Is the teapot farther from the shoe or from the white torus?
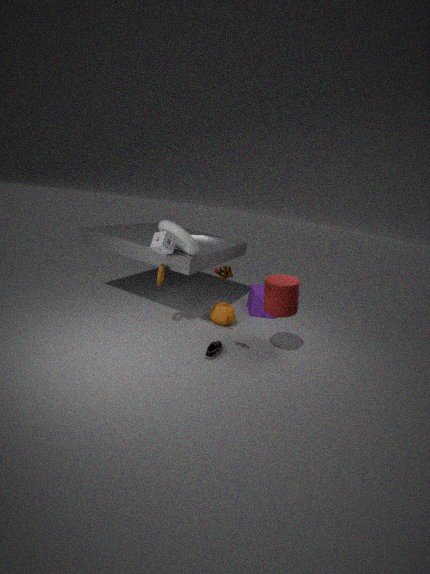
the white torus
